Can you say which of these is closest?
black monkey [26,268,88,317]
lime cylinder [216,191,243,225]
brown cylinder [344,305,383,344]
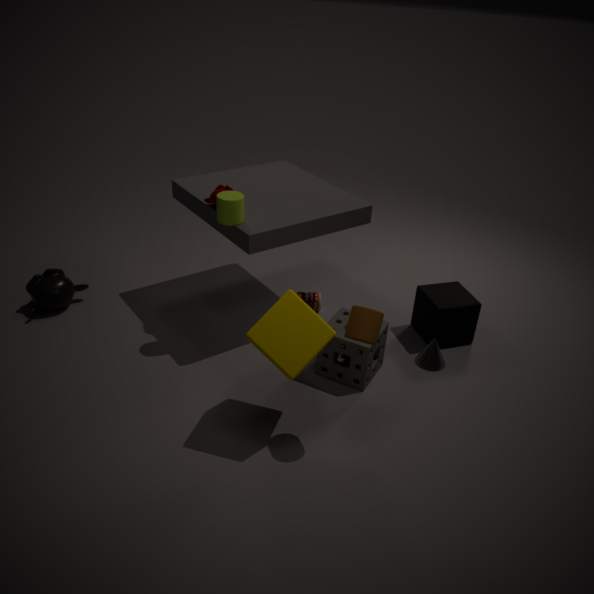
brown cylinder [344,305,383,344]
